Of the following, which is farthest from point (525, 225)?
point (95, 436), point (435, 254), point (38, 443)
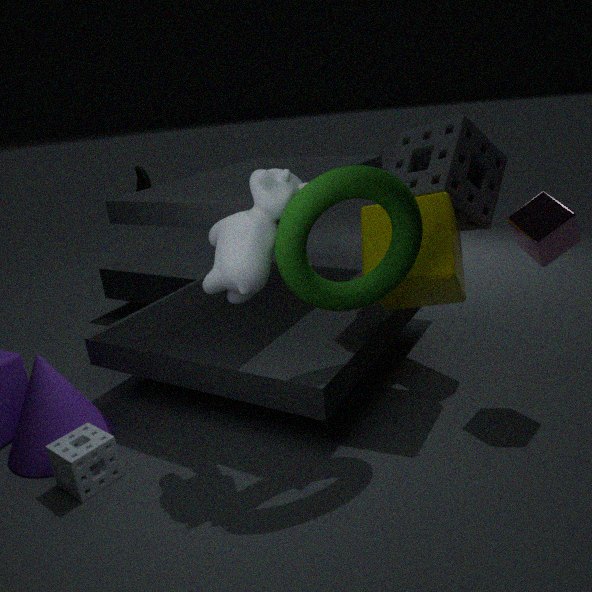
point (38, 443)
